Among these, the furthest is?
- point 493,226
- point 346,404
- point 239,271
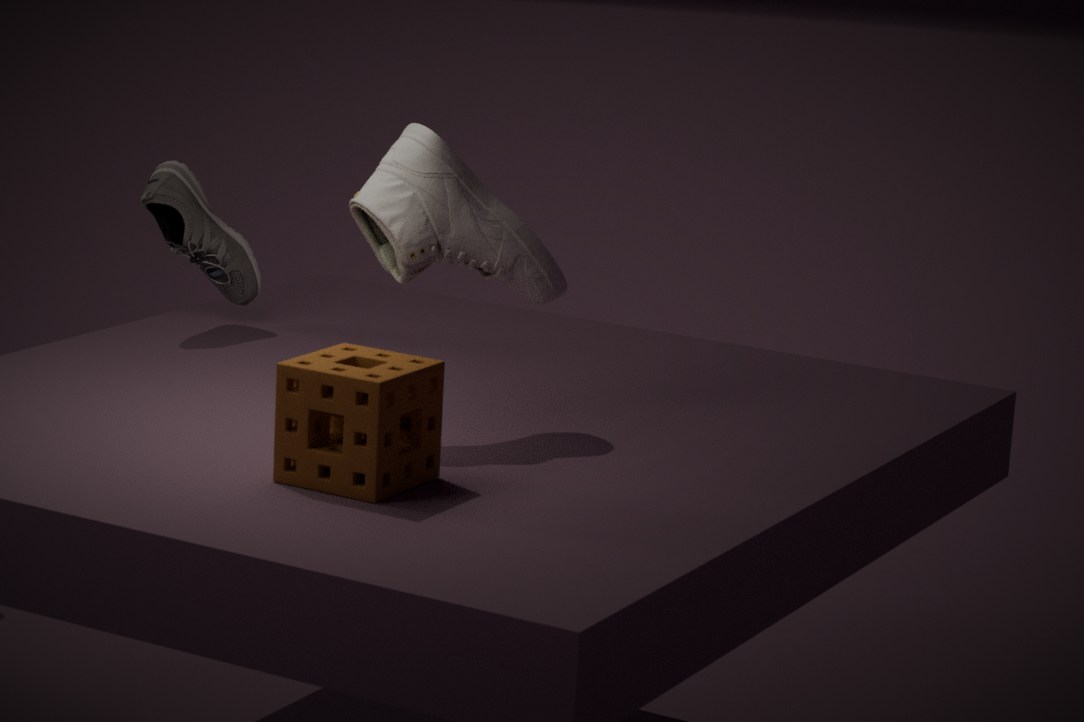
point 239,271
